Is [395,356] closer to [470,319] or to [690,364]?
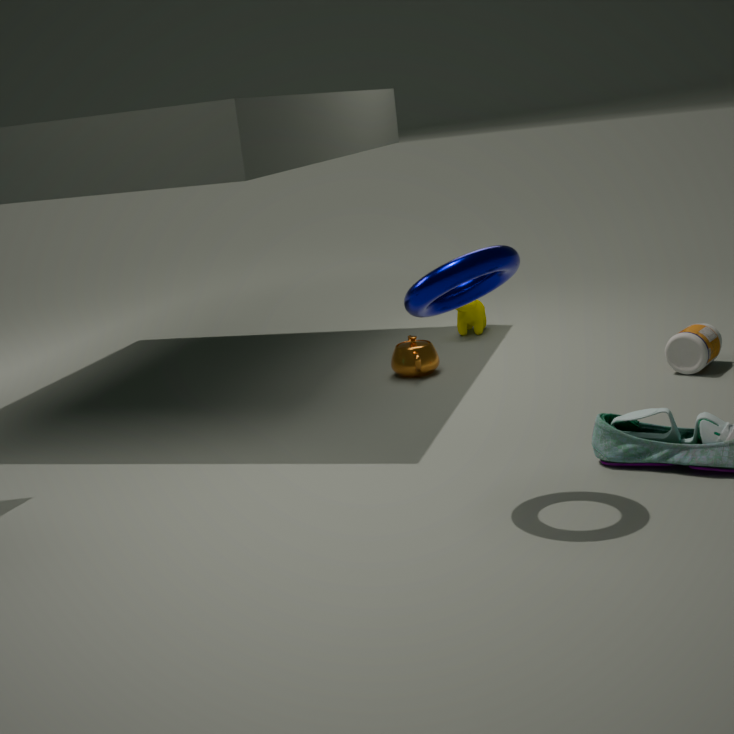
[470,319]
